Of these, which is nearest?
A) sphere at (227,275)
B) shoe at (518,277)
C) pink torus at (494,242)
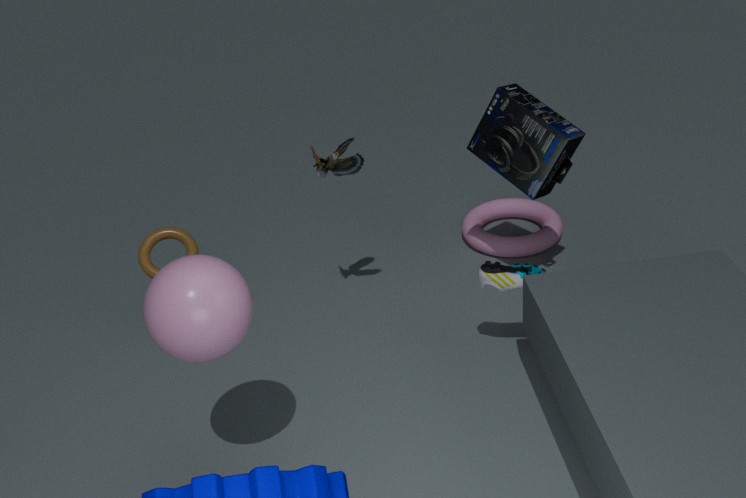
sphere at (227,275)
